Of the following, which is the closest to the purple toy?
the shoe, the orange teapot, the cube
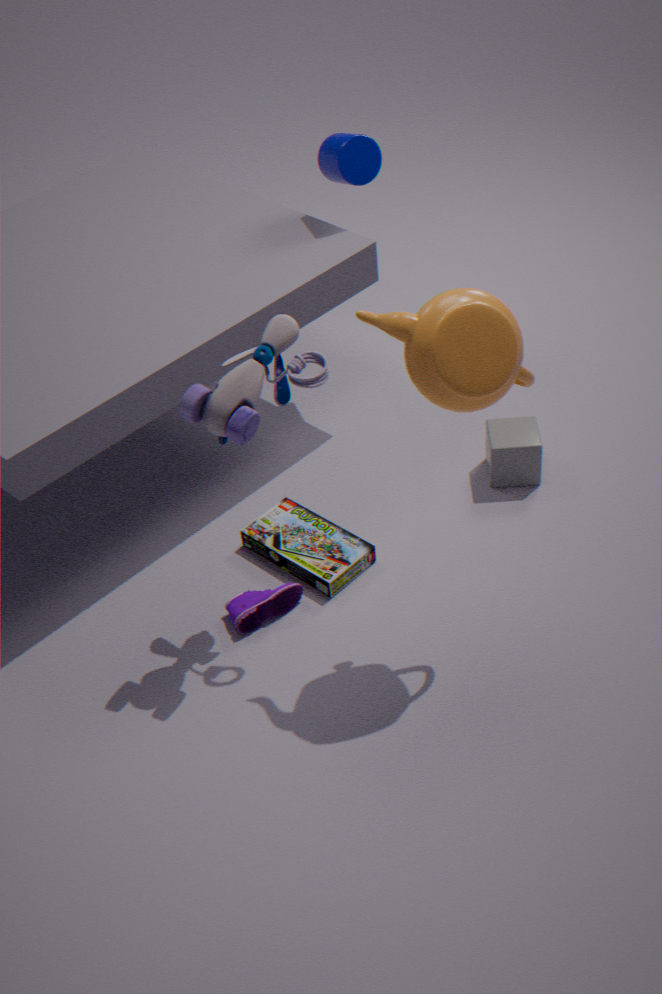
the orange teapot
